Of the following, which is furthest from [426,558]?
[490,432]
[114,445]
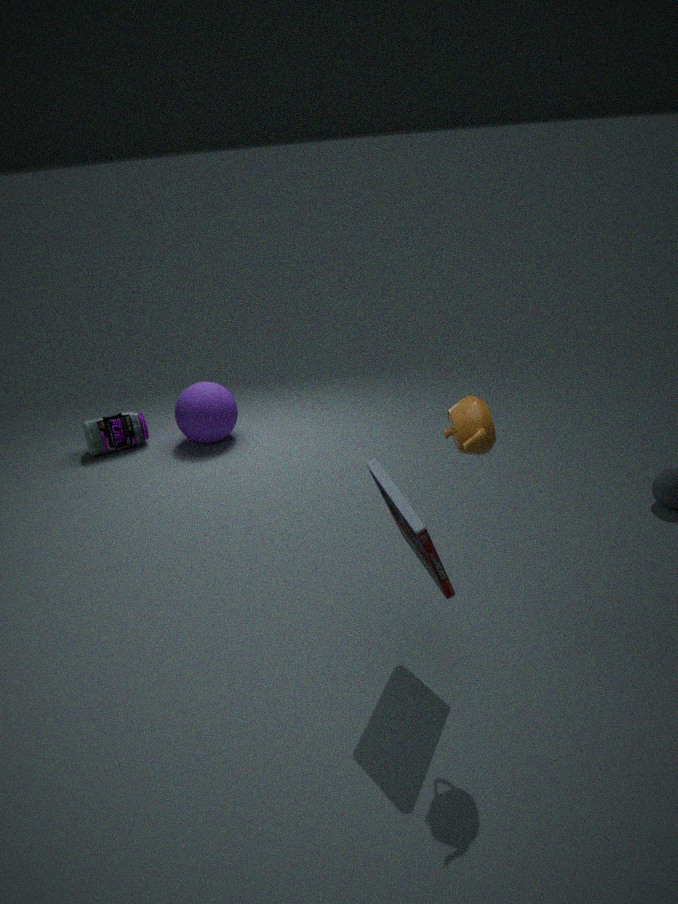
[114,445]
